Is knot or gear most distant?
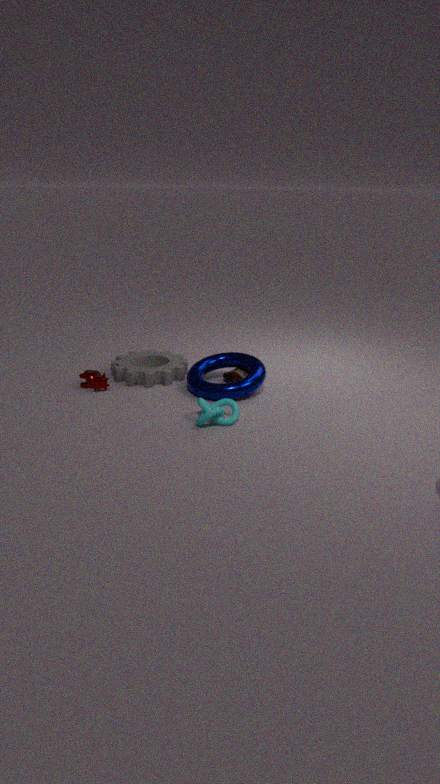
gear
